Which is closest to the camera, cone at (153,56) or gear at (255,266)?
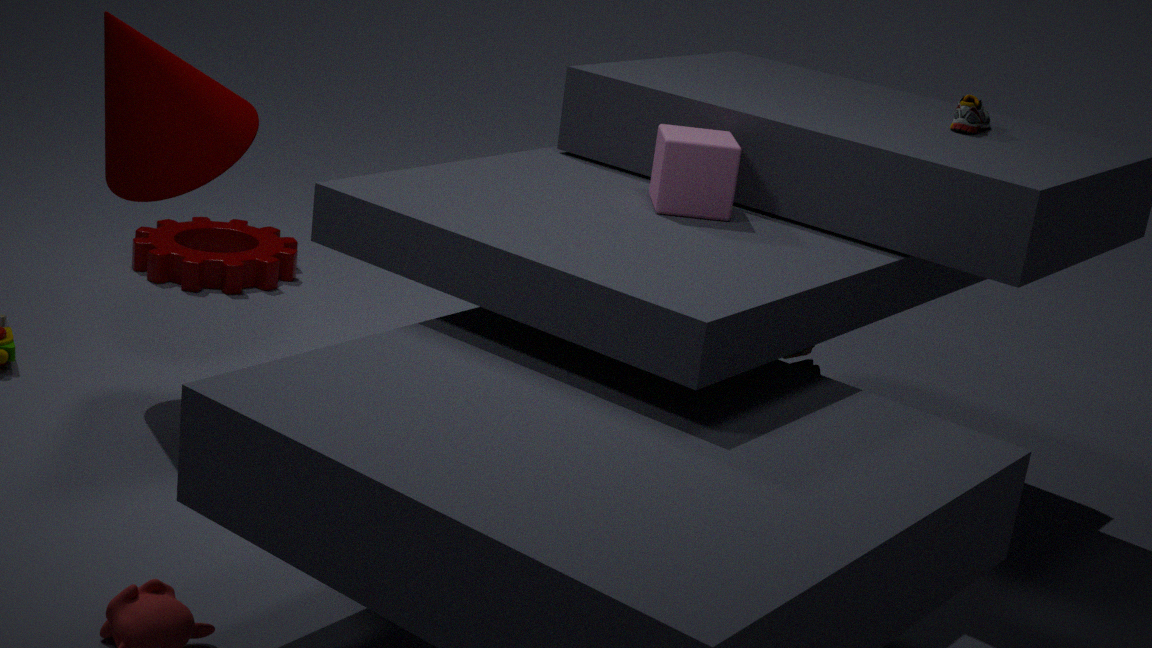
cone at (153,56)
